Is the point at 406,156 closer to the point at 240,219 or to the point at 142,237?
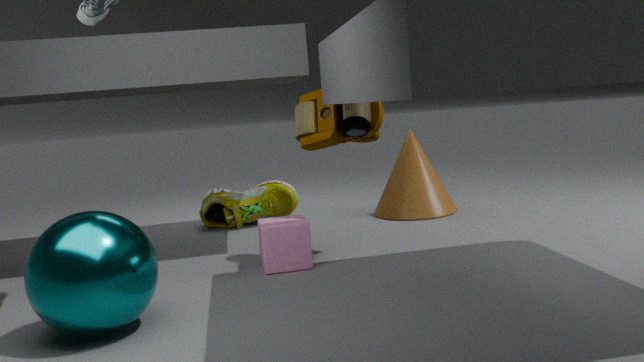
the point at 240,219
